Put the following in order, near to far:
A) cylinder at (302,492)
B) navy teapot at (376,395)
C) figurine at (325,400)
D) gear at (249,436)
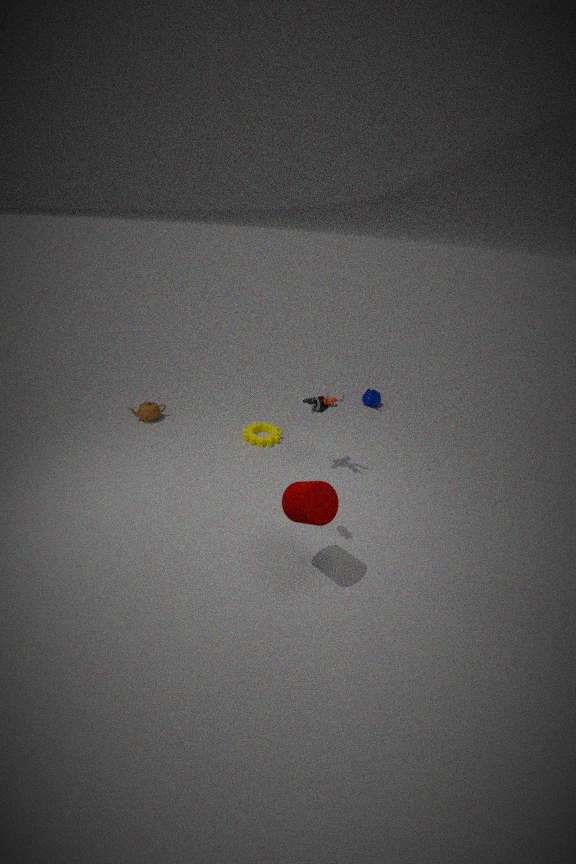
1. A. cylinder at (302,492)
2. C. figurine at (325,400)
3. D. gear at (249,436)
4. B. navy teapot at (376,395)
